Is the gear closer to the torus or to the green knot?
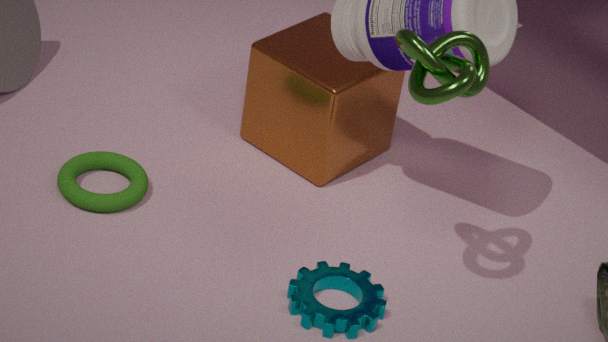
the torus
